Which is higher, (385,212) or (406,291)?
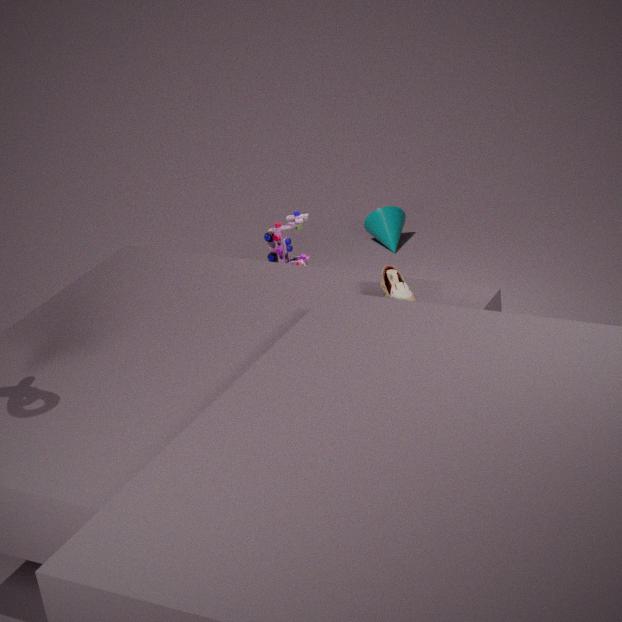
(406,291)
